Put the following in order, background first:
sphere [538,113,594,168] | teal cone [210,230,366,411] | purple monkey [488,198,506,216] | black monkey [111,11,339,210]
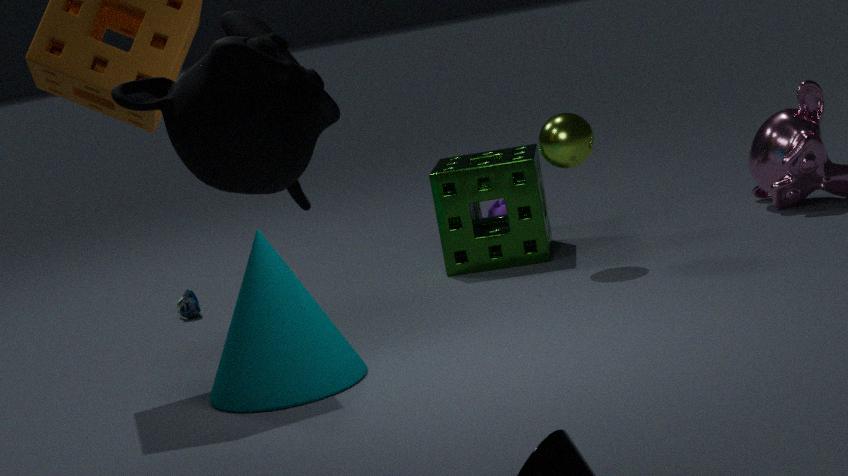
purple monkey [488,198,506,216]
sphere [538,113,594,168]
teal cone [210,230,366,411]
black monkey [111,11,339,210]
